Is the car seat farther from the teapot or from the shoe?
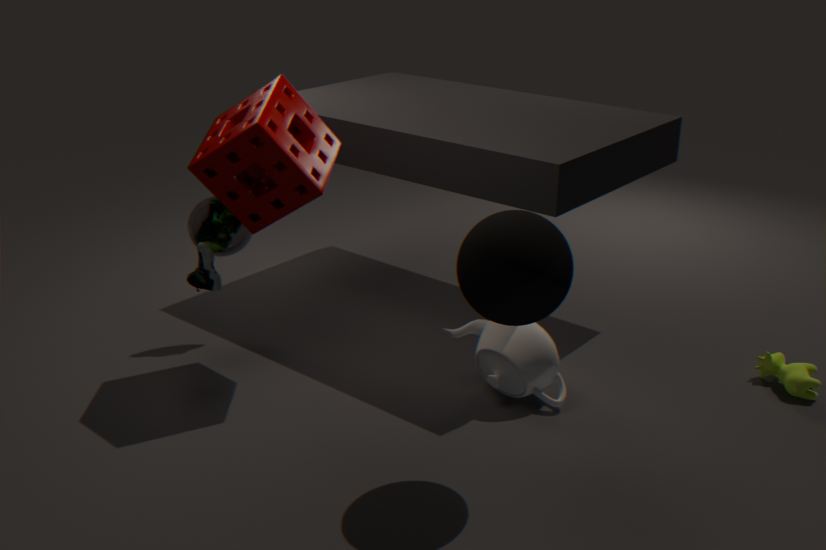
the teapot
